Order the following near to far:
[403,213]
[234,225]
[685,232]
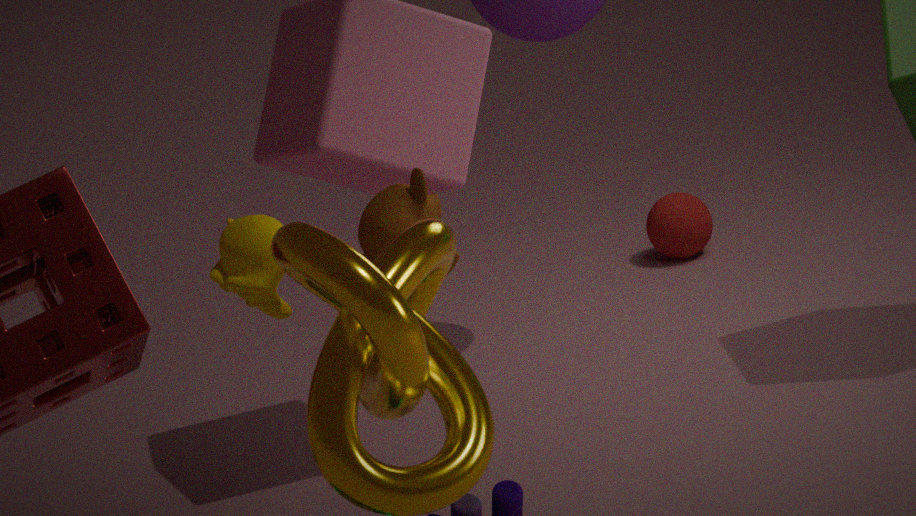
[234,225] → [403,213] → [685,232]
